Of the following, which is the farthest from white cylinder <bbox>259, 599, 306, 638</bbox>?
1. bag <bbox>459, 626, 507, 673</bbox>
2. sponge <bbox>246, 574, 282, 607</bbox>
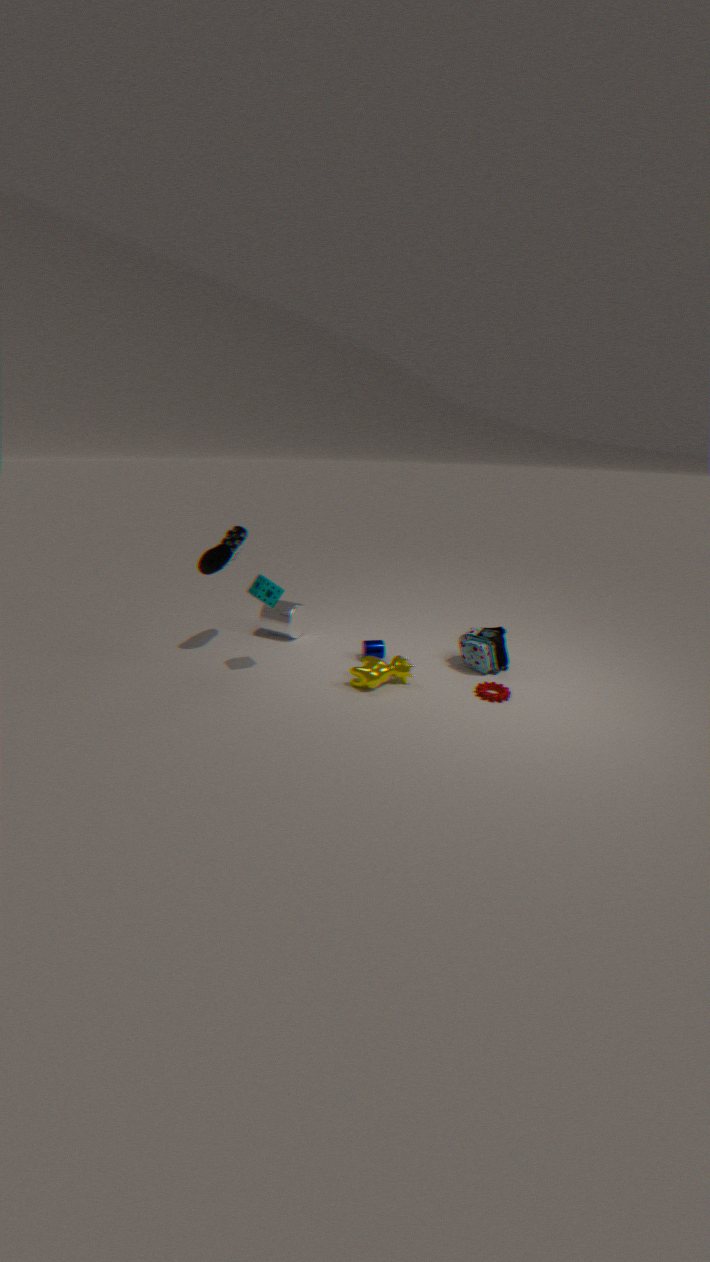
bag <bbox>459, 626, 507, 673</bbox>
